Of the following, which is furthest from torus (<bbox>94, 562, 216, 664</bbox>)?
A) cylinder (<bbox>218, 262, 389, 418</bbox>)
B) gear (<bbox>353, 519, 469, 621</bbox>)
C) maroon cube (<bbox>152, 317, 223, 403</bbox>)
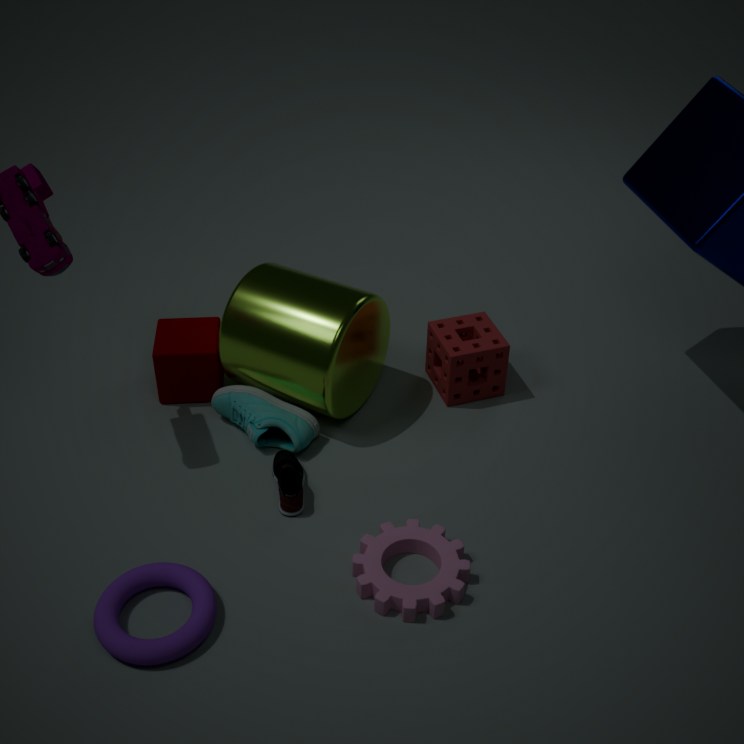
maroon cube (<bbox>152, 317, 223, 403</bbox>)
